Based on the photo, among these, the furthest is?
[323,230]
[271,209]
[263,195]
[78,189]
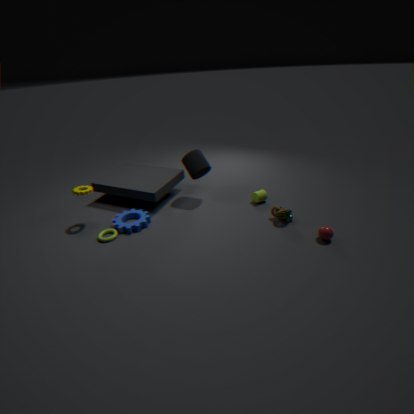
[263,195]
